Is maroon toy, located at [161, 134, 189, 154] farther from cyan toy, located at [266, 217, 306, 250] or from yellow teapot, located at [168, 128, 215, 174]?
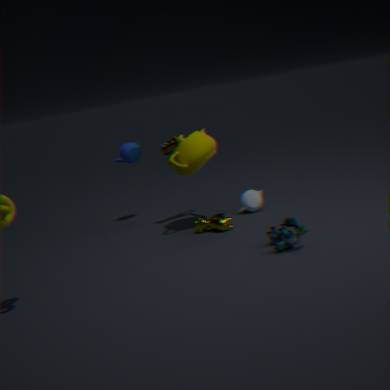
cyan toy, located at [266, 217, 306, 250]
